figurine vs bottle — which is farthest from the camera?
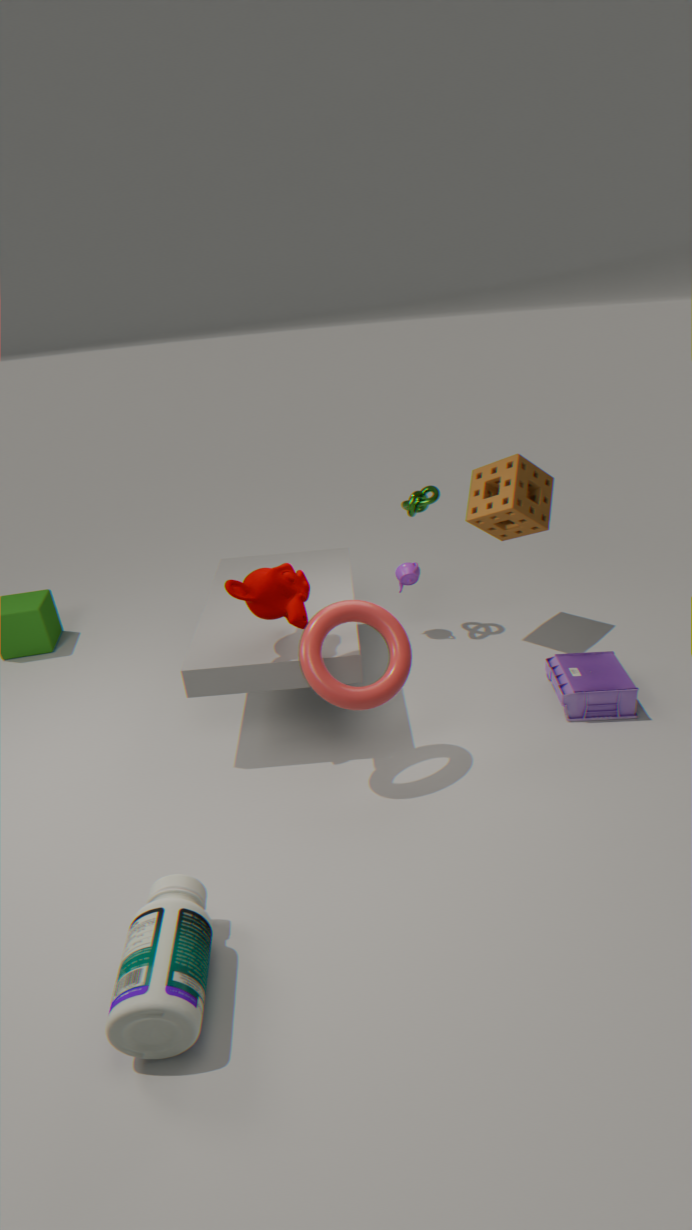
figurine
